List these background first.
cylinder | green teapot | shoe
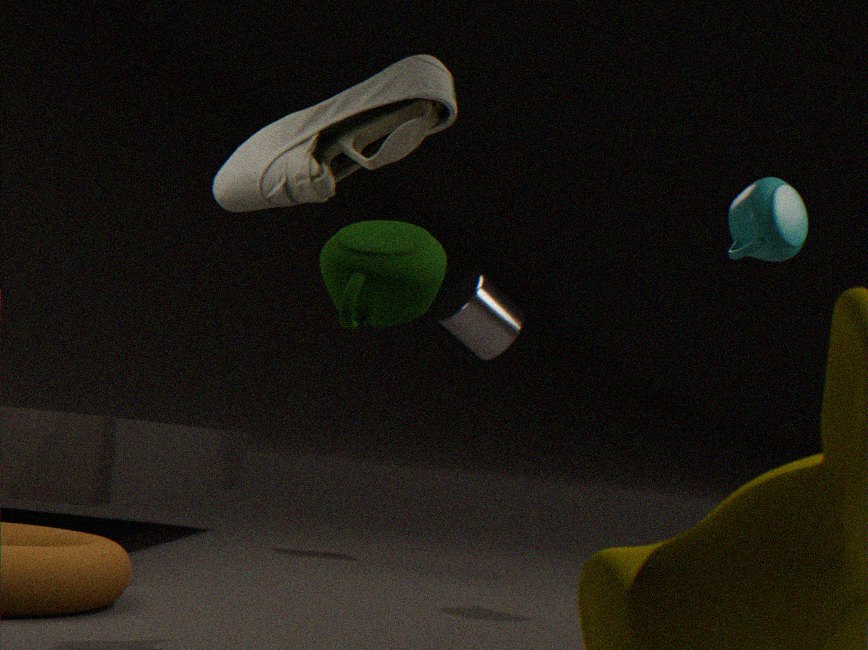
cylinder, shoe, green teapot
